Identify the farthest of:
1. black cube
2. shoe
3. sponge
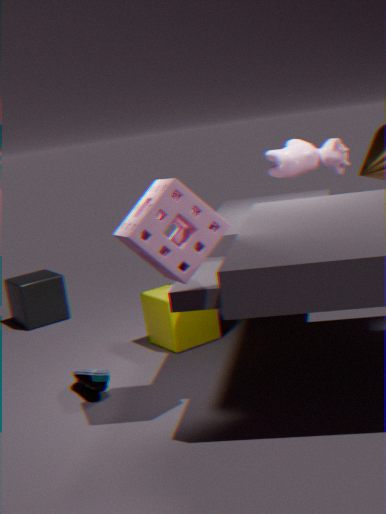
black cube
